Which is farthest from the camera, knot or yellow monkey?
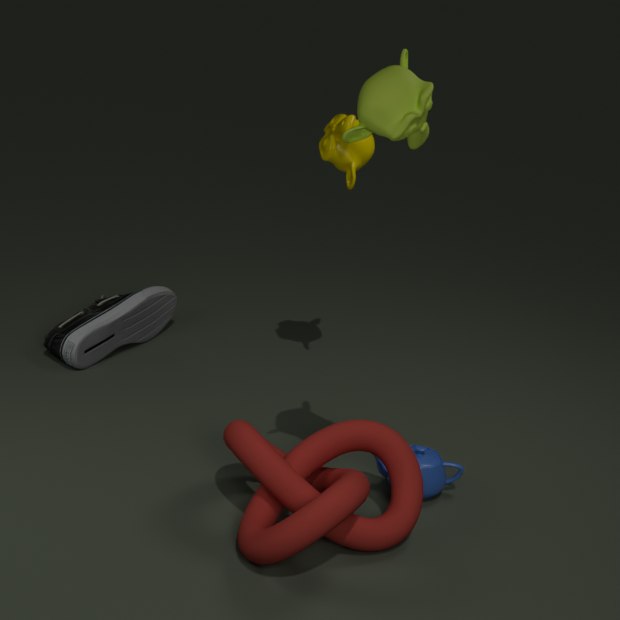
yellow monkey
